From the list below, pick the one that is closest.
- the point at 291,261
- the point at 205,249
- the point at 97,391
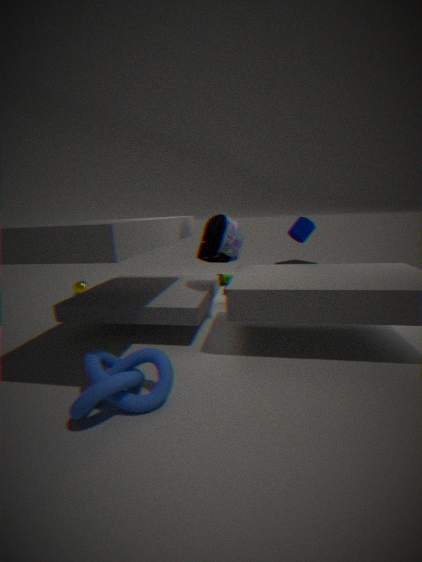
the point at 97,391
